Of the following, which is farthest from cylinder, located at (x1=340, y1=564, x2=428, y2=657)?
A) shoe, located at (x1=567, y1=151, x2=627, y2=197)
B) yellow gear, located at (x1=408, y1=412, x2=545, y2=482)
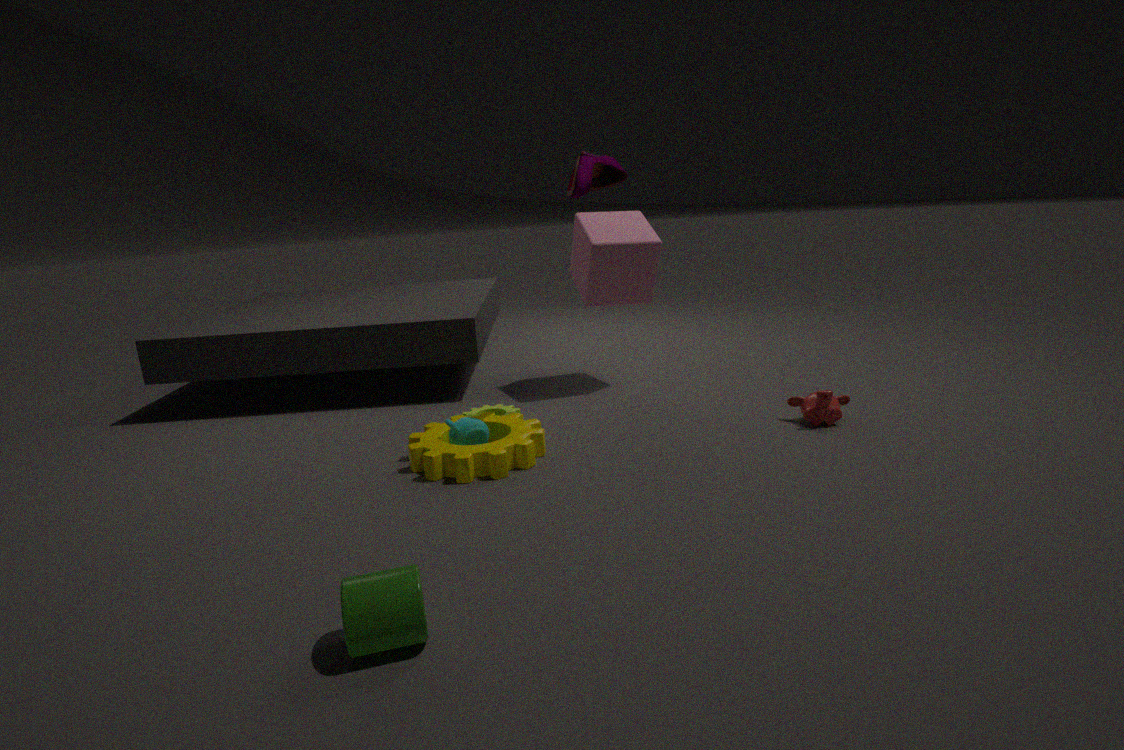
shoe, located at (x1=567, y1=151, x2=627, y2=197)
